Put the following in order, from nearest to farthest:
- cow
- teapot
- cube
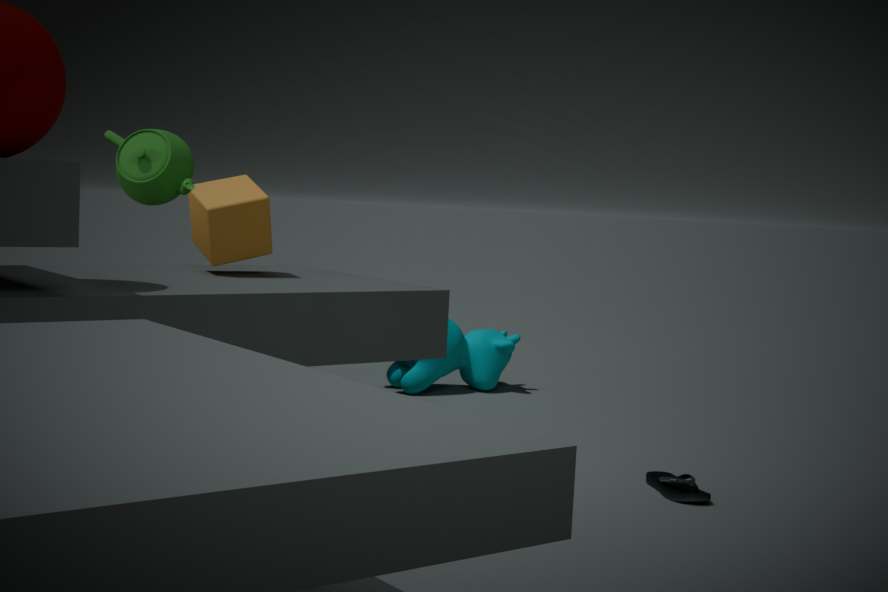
teapot < cube < cow
